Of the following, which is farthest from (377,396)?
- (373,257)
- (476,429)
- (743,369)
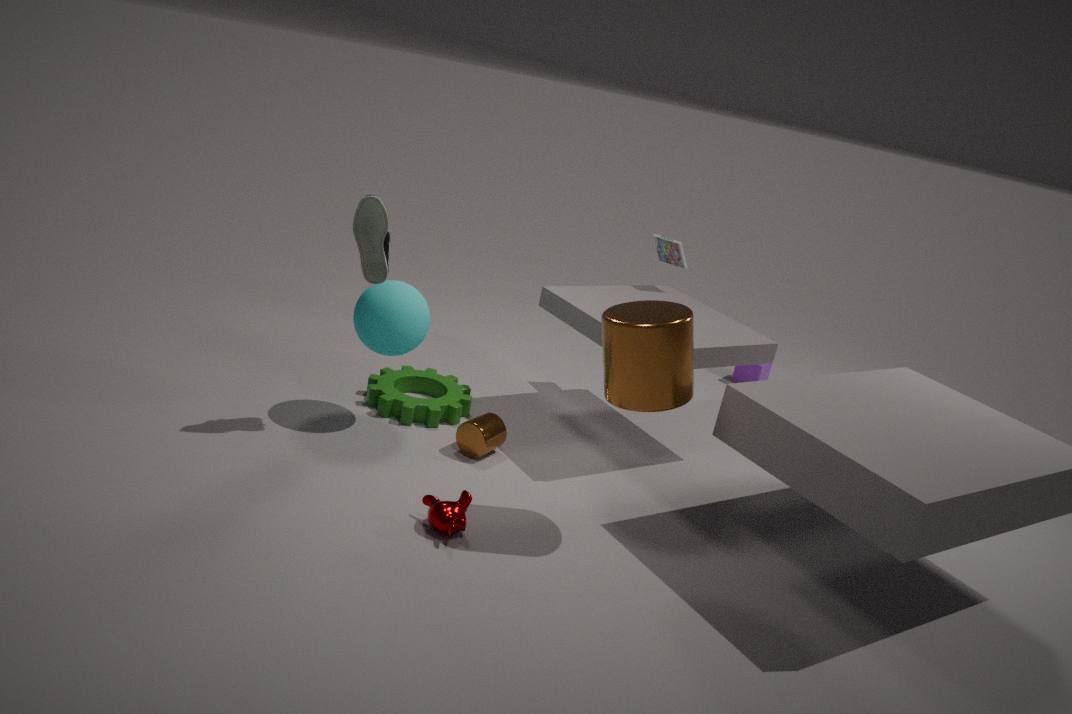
(743,369)
